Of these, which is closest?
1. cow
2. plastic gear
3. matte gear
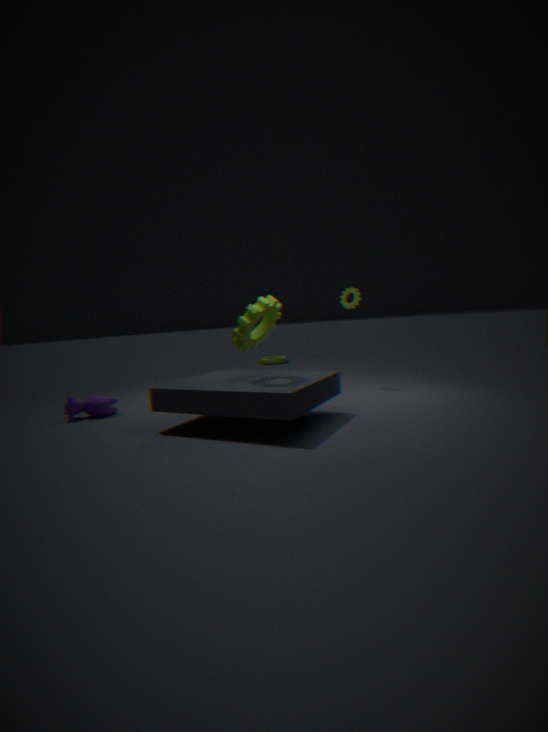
matte gear
